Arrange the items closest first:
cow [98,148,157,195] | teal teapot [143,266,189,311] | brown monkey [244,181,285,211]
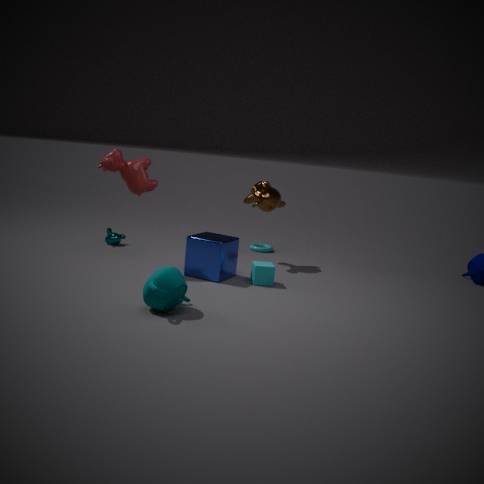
teal teapot [143,266,189,311], cow [98,148,157,195], brown monkey [244,181,285,211]
